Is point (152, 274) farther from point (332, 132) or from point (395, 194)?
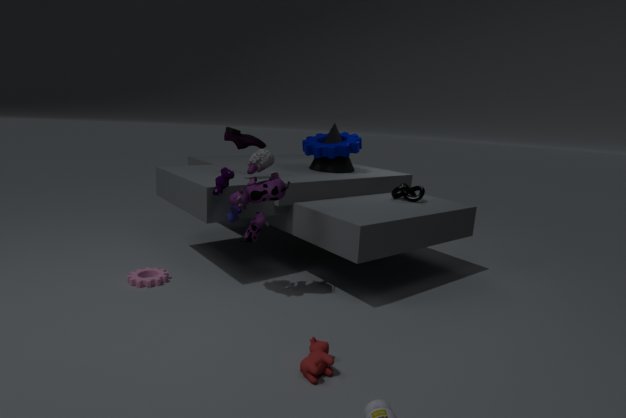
point (395, 194)
